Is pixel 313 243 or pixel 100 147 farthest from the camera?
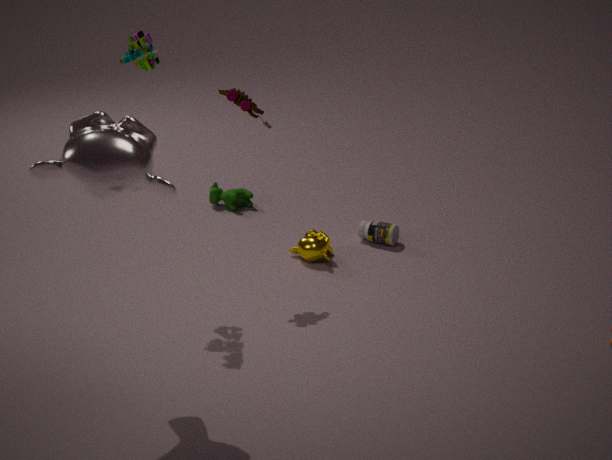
pixel 313 243
